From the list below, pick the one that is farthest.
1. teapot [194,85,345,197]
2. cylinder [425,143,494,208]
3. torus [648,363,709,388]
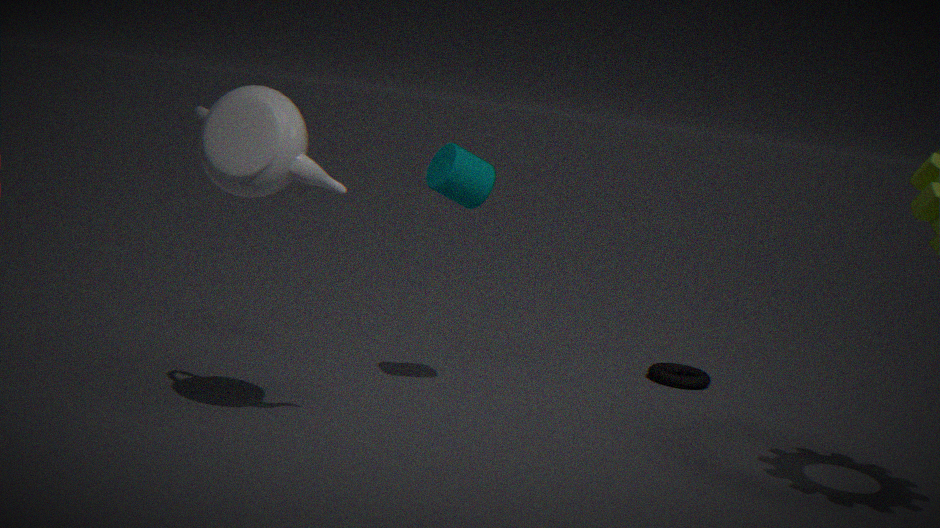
torus [648,363,709,388]
